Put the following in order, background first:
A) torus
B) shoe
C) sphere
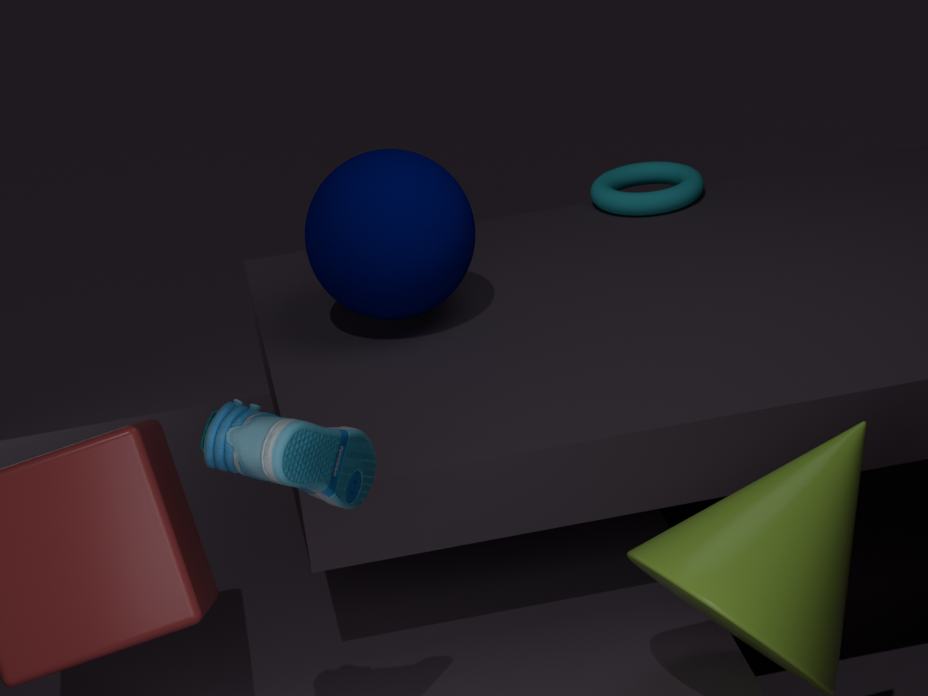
A. torus → C. sphere → B. shoe
